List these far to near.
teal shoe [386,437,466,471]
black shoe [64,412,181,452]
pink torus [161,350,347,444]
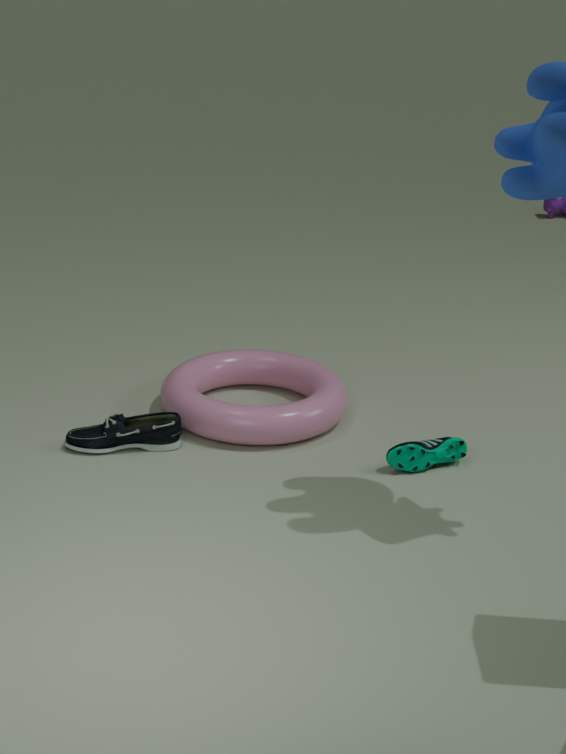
pink torus [161,350,347,444]
black shoe [64,412,181,452]
teal shoe [386,437,466,471]
